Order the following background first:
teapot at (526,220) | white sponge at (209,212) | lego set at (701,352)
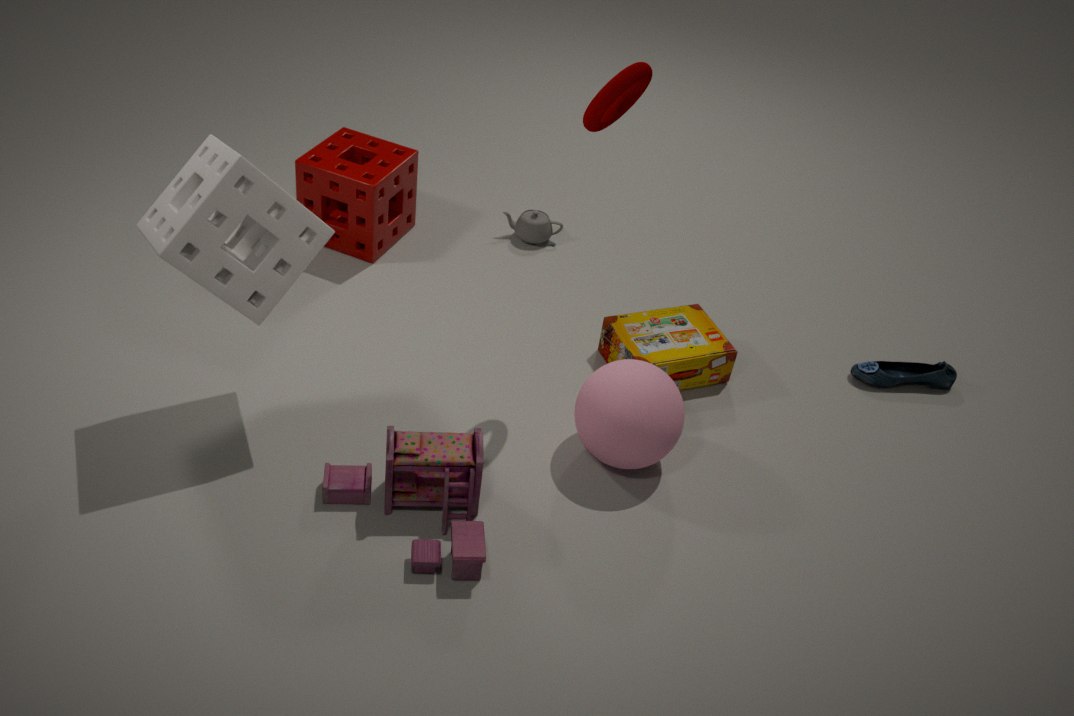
teapot at (526,220), lego set at (701,352), white sponge at (209,212)
